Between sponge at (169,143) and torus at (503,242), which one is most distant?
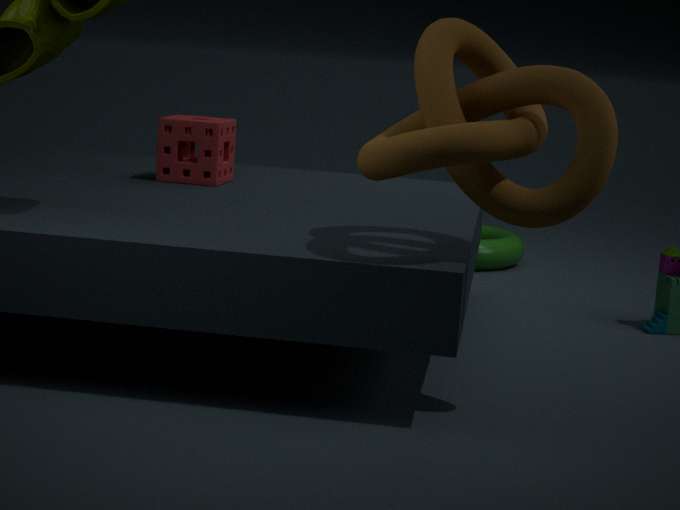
torus at (503,242)
